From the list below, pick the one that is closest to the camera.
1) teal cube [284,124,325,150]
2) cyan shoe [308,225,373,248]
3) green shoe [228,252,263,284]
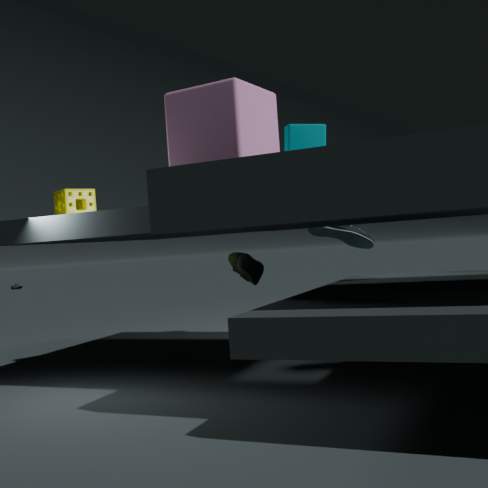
3. green shoe [228,252,263,284]
